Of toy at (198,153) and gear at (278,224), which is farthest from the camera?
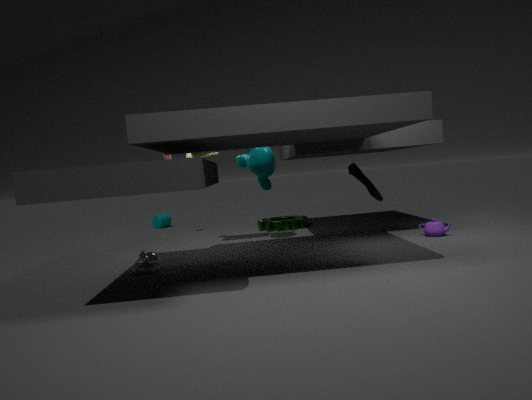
gear at (278,224)
